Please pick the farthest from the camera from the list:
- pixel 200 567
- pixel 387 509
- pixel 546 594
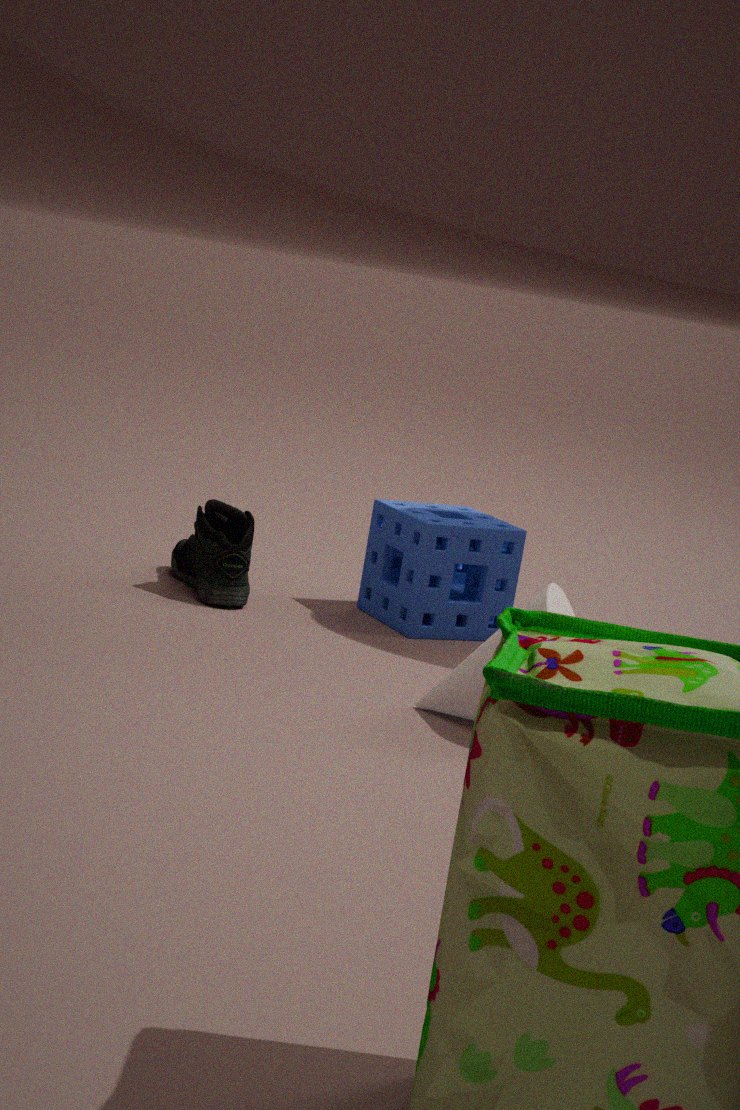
pixel 387 509
